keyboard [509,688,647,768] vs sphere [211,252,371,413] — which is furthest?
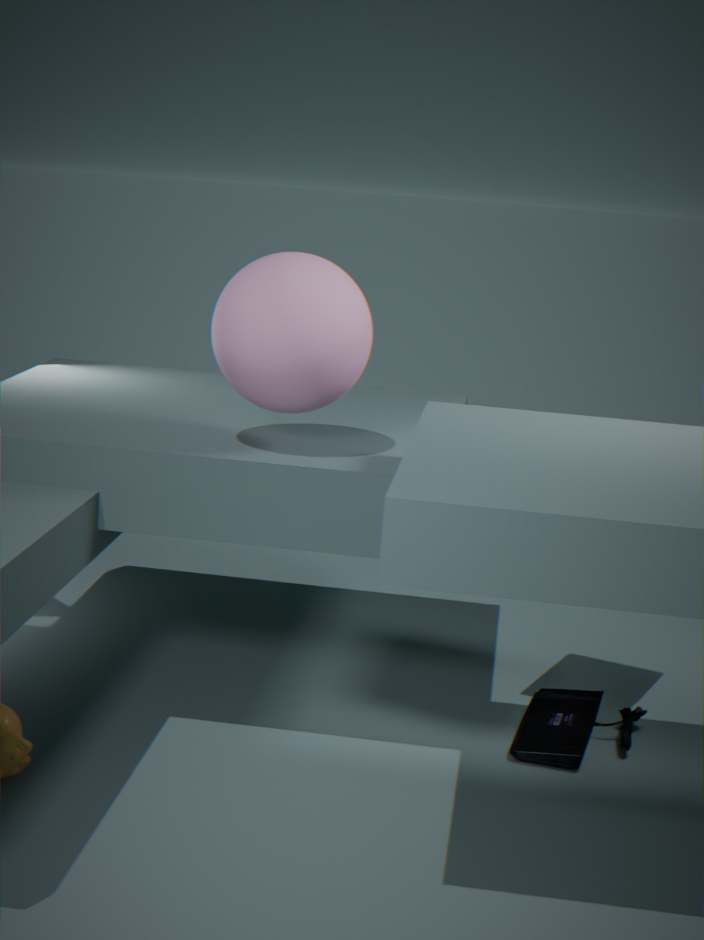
keyboard [509,688,647,768]
